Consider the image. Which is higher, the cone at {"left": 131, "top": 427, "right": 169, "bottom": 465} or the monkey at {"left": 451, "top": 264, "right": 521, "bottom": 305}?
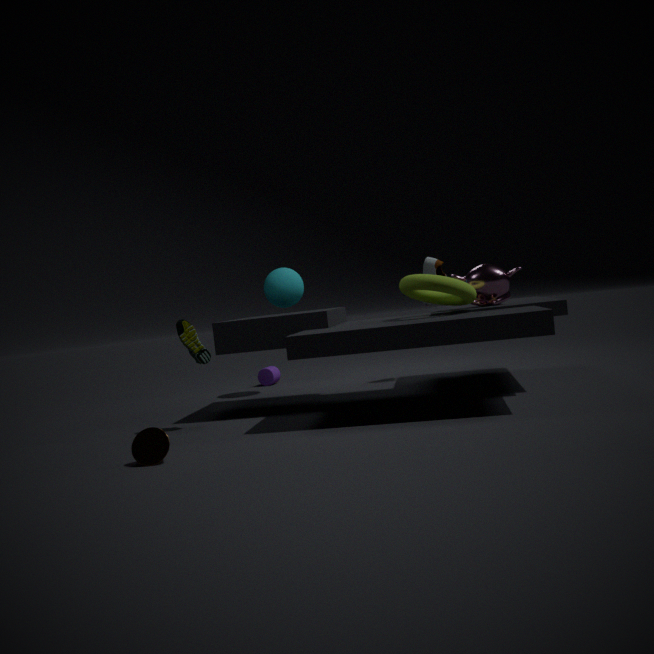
the monkey at {"left": 451, "top": 264, "right": 521, "bottom": 305}
